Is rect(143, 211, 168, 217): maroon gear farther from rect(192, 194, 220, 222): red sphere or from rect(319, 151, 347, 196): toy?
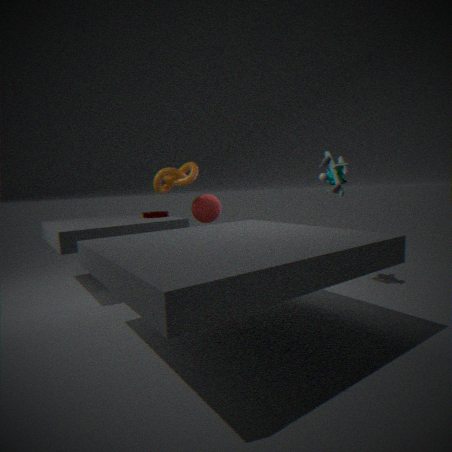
rect(319, 151, 347, 196): toy
